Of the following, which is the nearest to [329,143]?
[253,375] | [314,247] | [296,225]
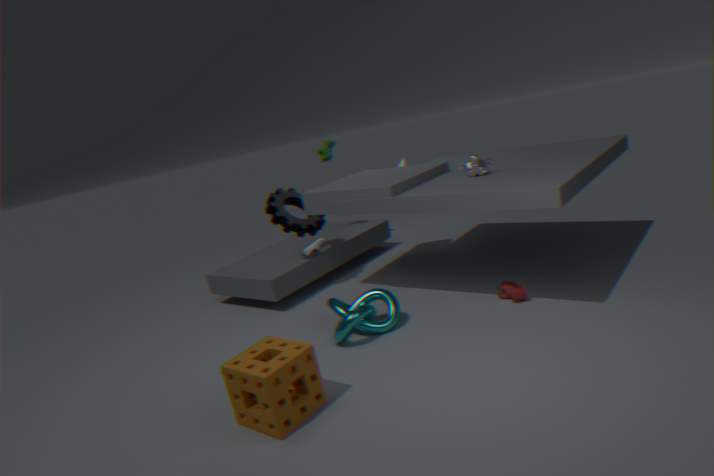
[296,225]
